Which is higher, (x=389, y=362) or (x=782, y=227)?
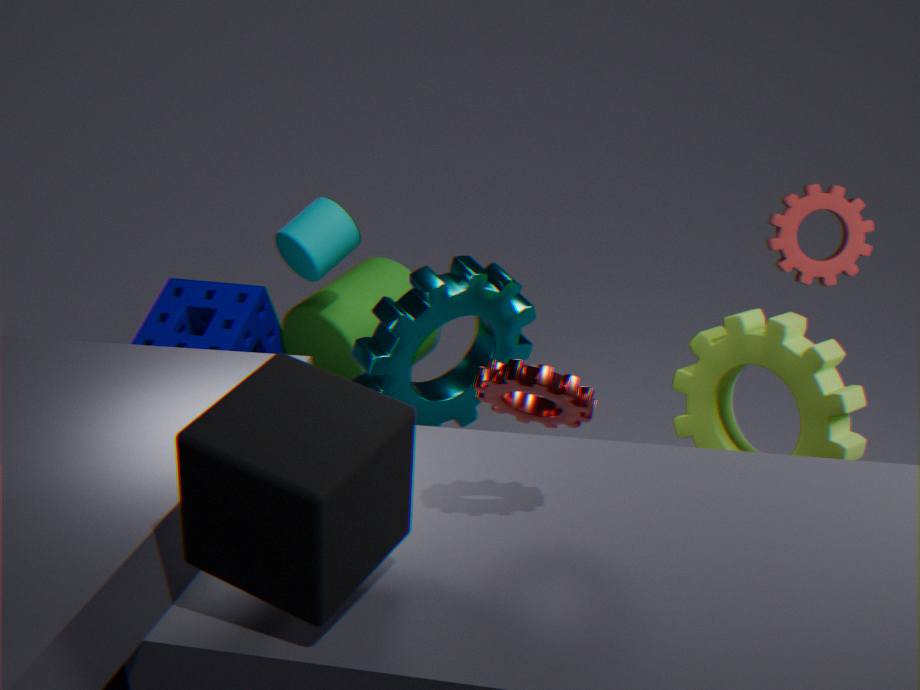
(x=782, y=227)
